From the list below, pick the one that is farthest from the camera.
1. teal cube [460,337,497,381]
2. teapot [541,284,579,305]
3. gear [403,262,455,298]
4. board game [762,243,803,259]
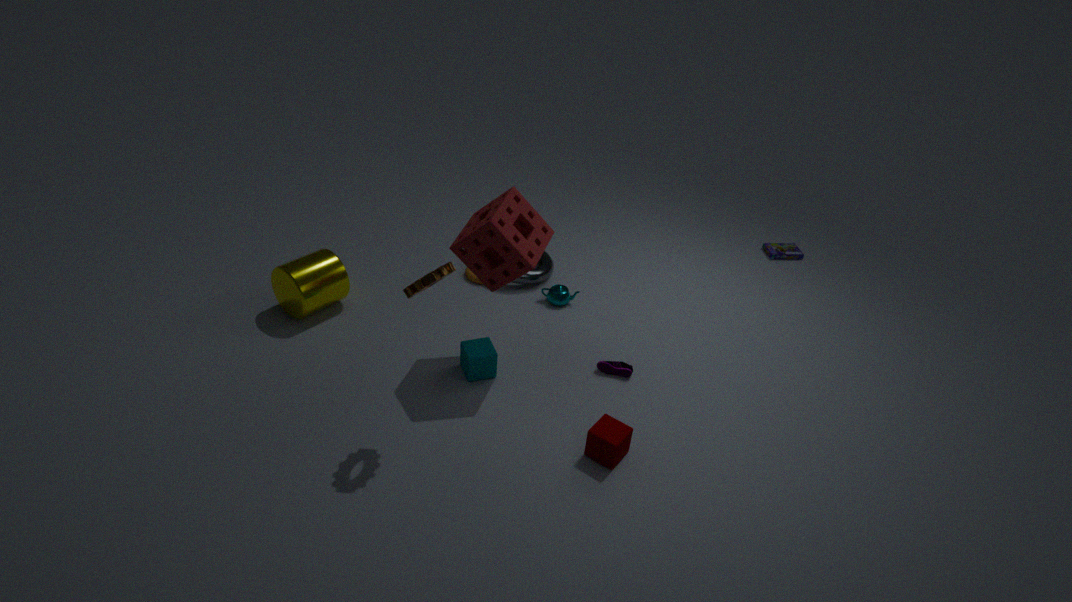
board game [762,243,803,259]
